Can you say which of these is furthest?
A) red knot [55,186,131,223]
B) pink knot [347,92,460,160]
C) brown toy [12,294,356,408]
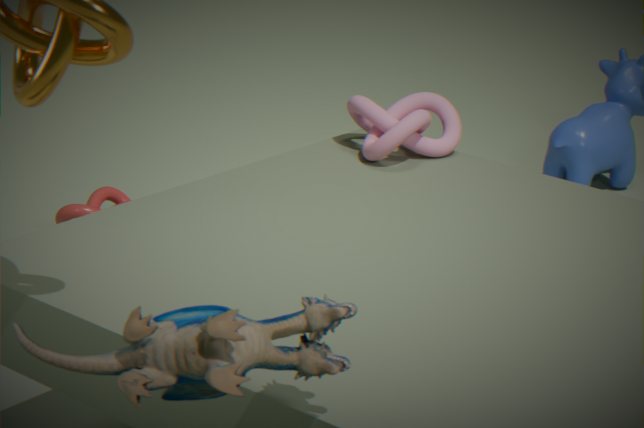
red knot [55,186,131,223]
